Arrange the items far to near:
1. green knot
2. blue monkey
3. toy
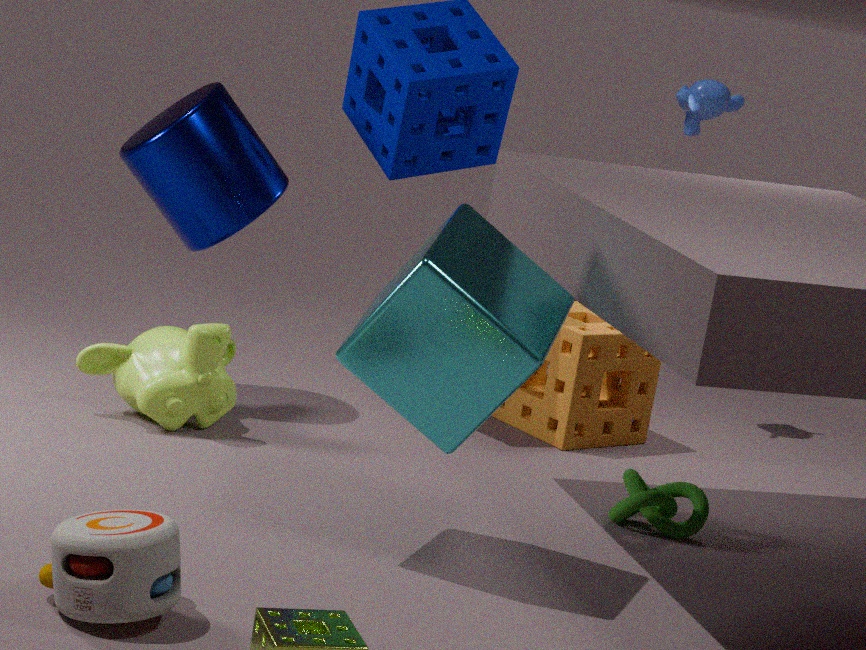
blue monkey < green knot < toy
